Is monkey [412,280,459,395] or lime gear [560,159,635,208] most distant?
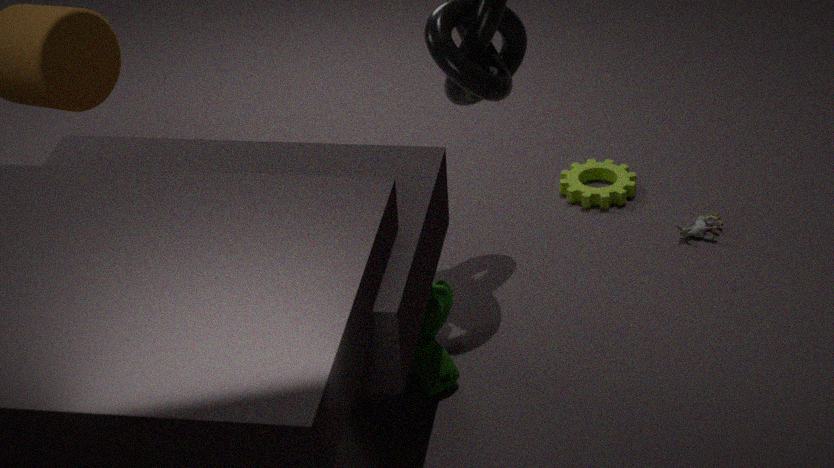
lime gear [560,159,635,208]
